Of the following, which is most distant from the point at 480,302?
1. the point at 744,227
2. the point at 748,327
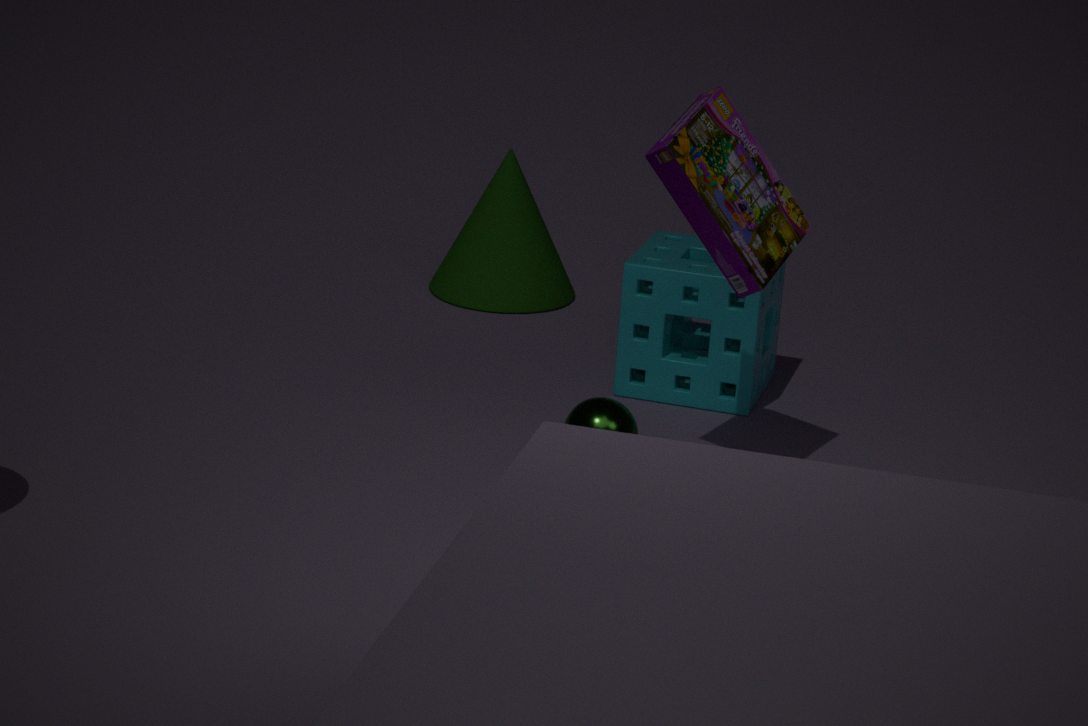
the point at 744,227
